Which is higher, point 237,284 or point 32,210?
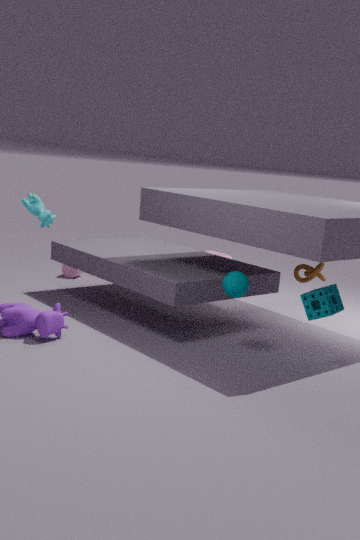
point 32,210
